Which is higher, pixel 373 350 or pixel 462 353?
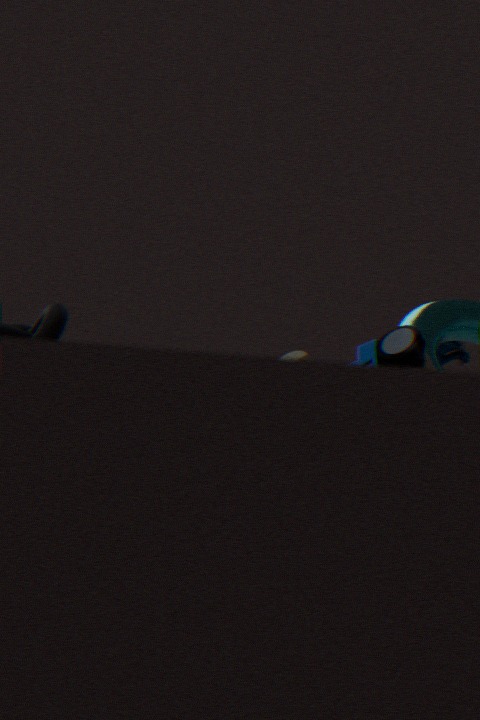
pixel 462 353
